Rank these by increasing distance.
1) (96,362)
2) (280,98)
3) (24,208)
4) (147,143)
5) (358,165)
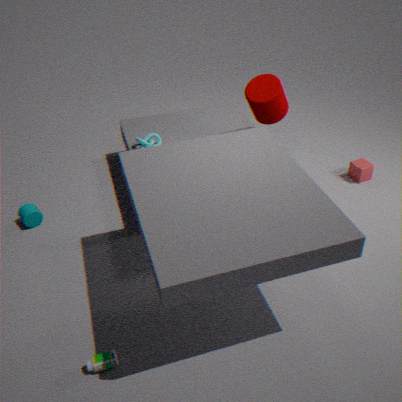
1. (96,362) < 2. (280,98) < 3. (24,208) < 4. (147,143) < 5. (358,165)
